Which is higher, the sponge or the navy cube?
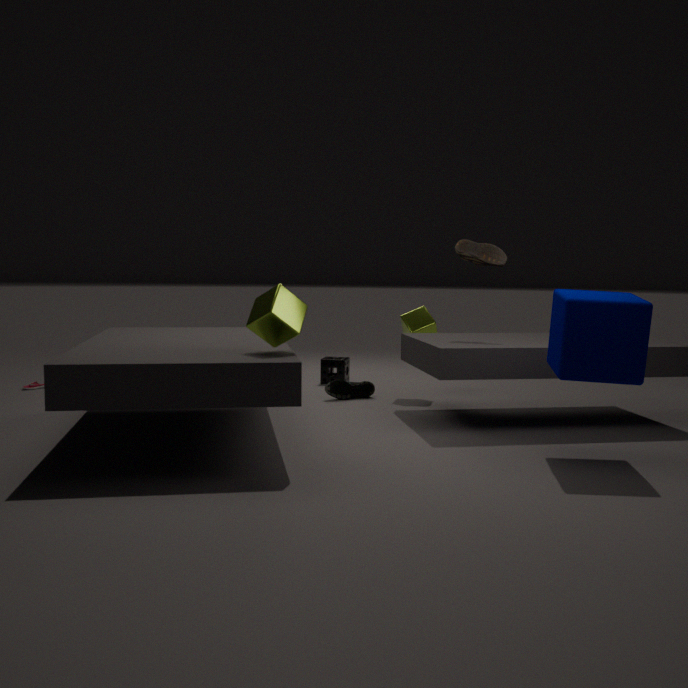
the navy cube
